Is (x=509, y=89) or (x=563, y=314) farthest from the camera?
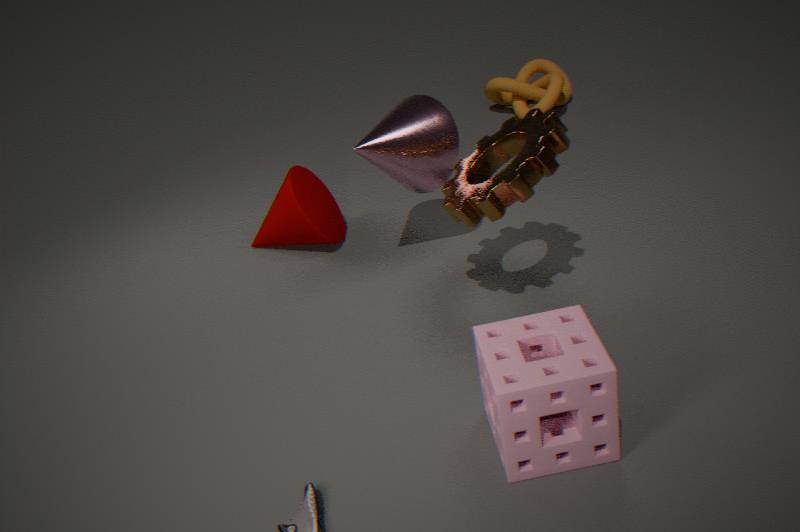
(x=509, y=89)
